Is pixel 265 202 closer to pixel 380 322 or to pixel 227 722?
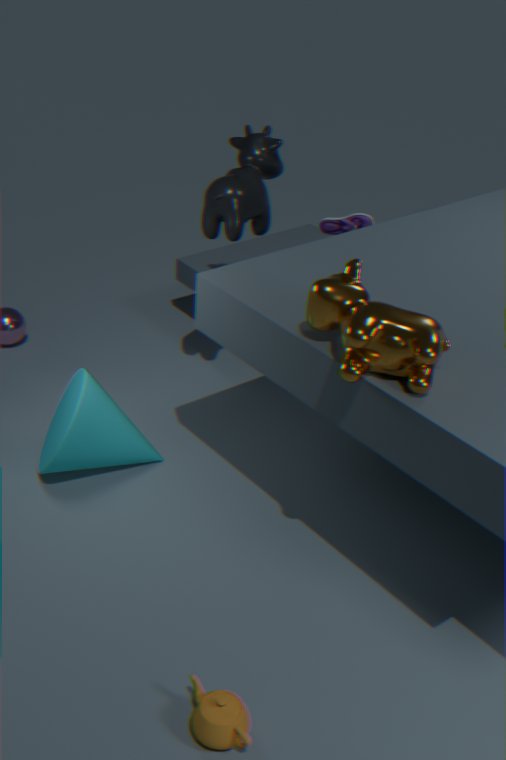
pixel 380 322
